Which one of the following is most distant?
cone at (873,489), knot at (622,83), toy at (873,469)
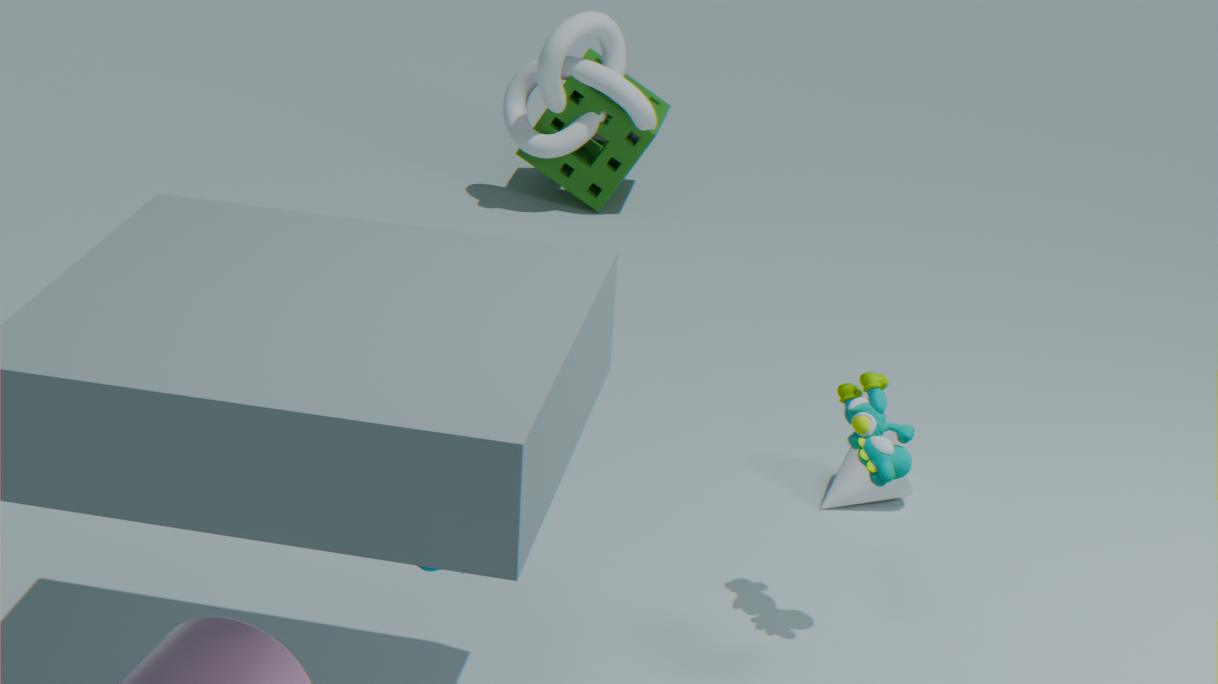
knot at (622,83)
